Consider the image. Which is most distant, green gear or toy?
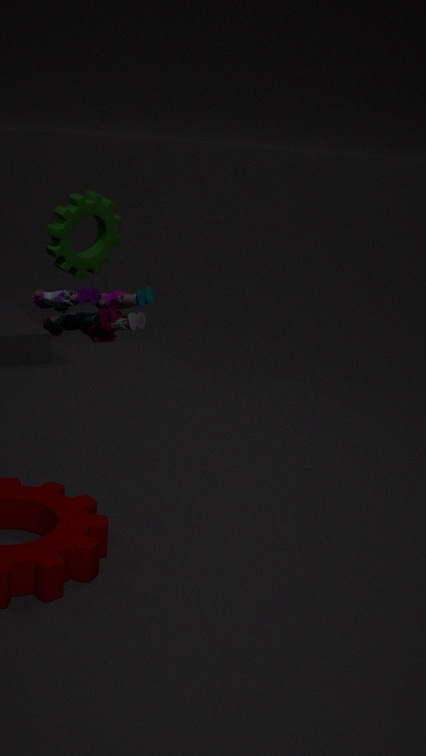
green gear
